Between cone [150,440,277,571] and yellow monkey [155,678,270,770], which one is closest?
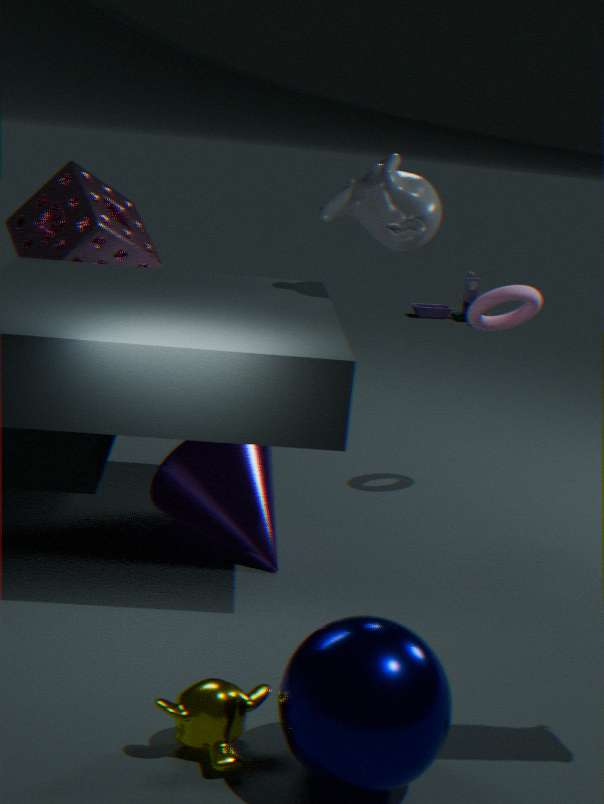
yellow monkey [155,678,270,770]
